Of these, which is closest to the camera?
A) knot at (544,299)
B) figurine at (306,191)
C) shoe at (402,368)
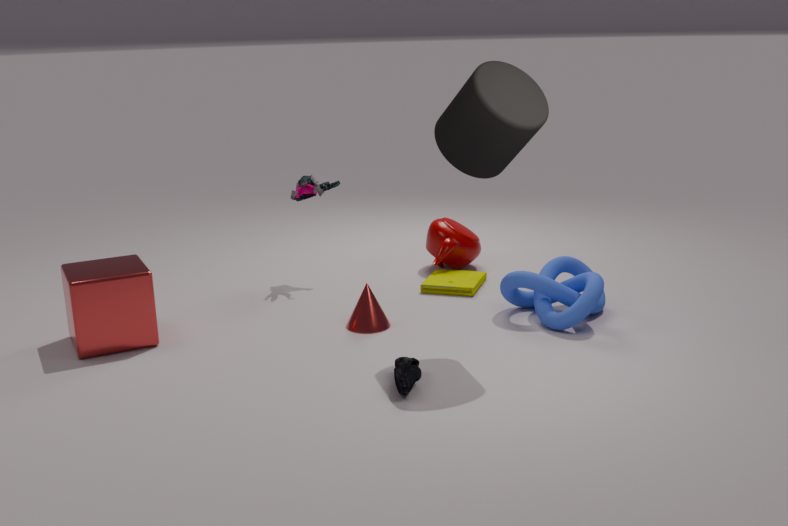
C. shoe at (402,368)
